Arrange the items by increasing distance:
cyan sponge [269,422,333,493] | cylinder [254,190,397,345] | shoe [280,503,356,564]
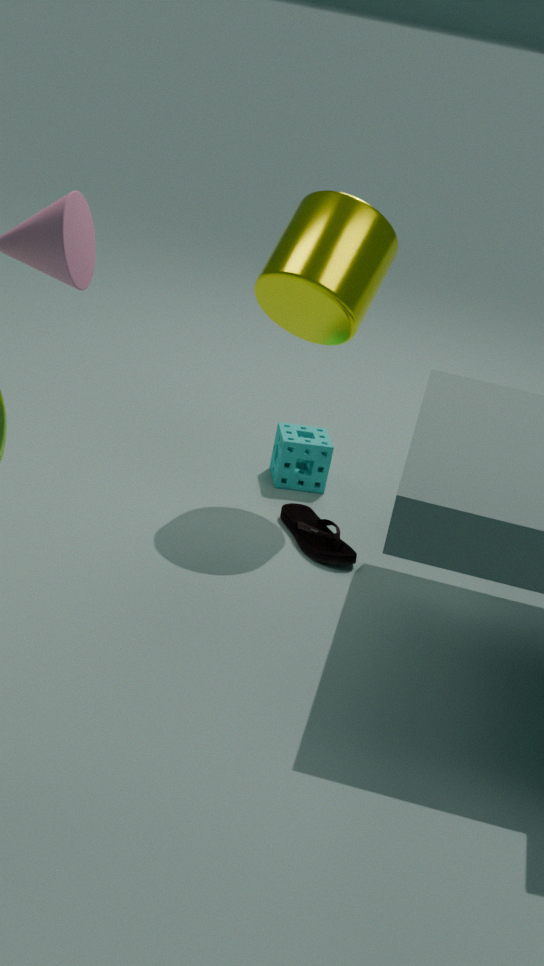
cylinder [254,190,397,345]
shoe [280,503,356,564]
cyan sponge [269,422,333,493]
